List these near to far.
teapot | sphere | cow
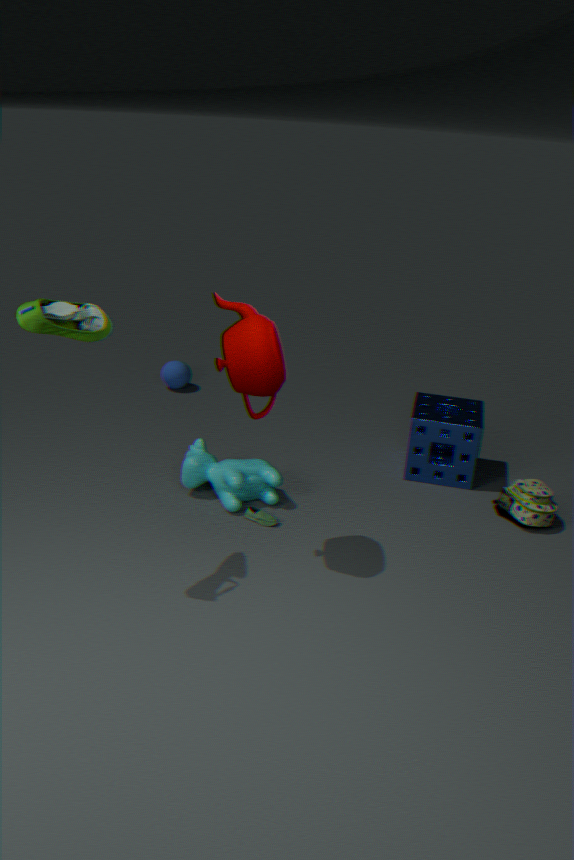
teapot → cow → sphere
